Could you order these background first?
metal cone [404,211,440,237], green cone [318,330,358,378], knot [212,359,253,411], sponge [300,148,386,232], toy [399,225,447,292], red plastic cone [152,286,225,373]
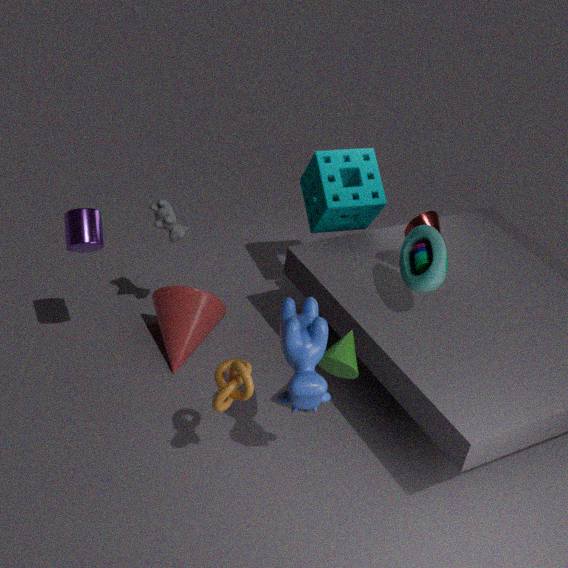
1. sponge [300,148,386,232]
2. red plastic cone [152,286,225,373]
3. metal cone [404,211,440,237]
4. toy [399,225,447,292]
5. green cone [318,330,358,378]
6. knot [212,359,253,411]
